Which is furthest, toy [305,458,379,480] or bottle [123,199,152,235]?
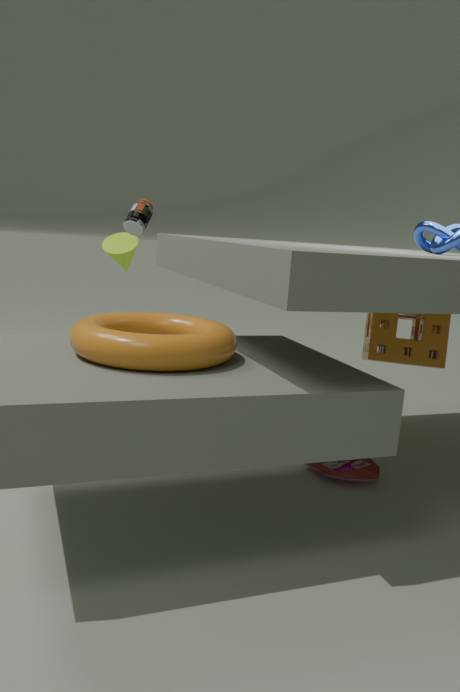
bottle [123,199,152,235]
